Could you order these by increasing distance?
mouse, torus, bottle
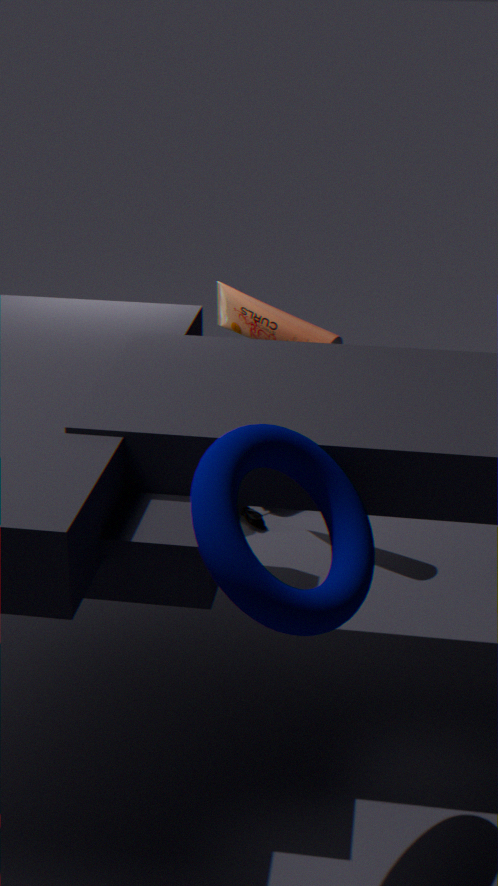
torus → bottle → mouse
